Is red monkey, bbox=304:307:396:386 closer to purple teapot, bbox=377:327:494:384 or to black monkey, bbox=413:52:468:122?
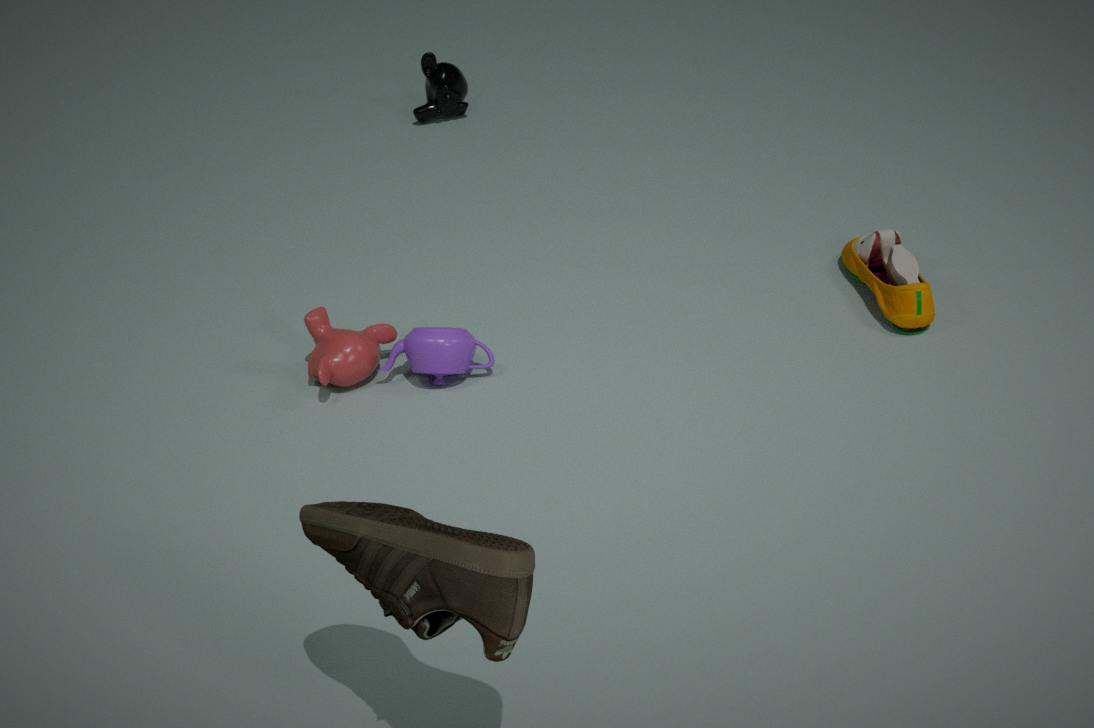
purple teapot, bbox=377:327:494:384
